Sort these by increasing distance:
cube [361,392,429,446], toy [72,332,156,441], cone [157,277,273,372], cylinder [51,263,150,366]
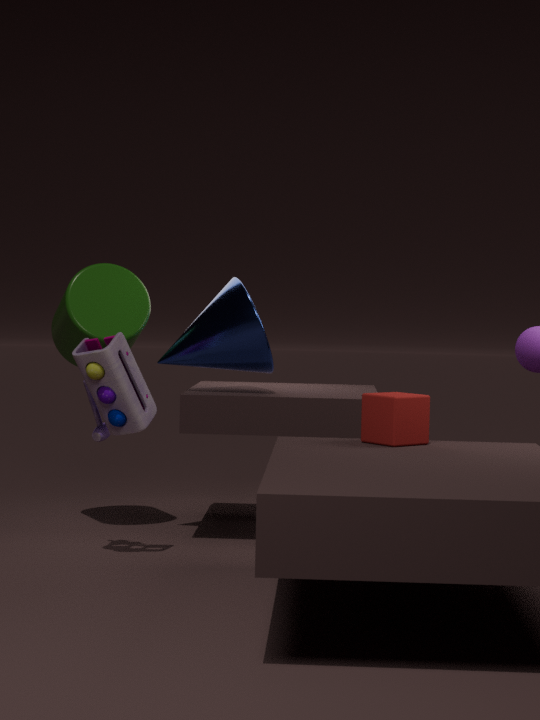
cube [361,392,429,446]
toy [72,332,156,441]
cone [157,277,273,372]
cylinder [51,263,150,366]
